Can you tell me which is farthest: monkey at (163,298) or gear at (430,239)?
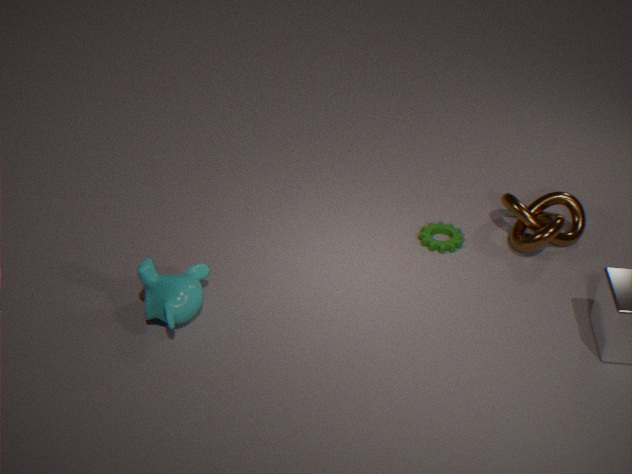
gear at (430,239)
